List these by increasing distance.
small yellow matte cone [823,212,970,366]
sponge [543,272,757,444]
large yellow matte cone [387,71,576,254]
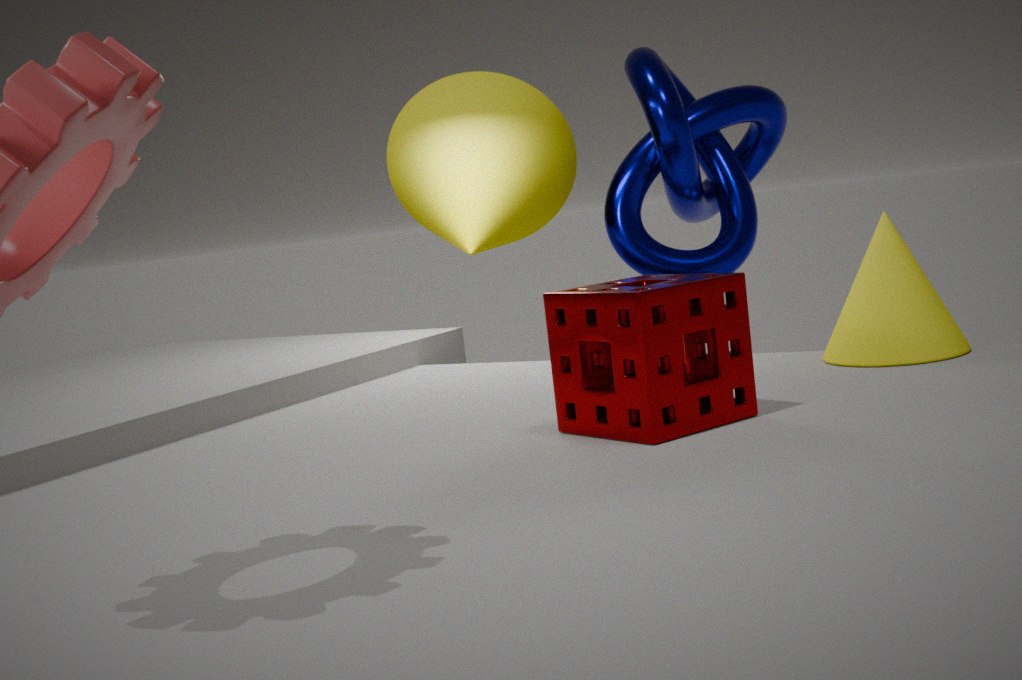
1. sponge [543,272,757,444]
2. small yellow matte cone [823,212,970,366]
3. large yellow matte cone [387,71,576,254]
